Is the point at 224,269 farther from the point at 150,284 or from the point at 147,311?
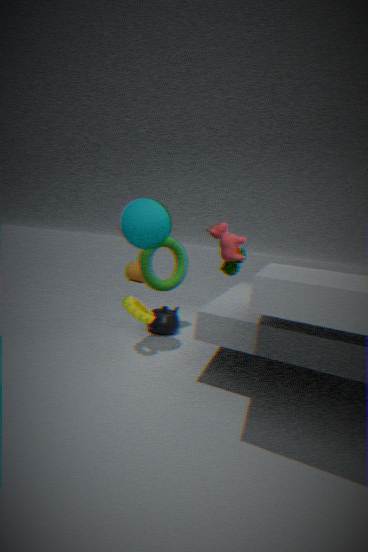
the point at 147,311
